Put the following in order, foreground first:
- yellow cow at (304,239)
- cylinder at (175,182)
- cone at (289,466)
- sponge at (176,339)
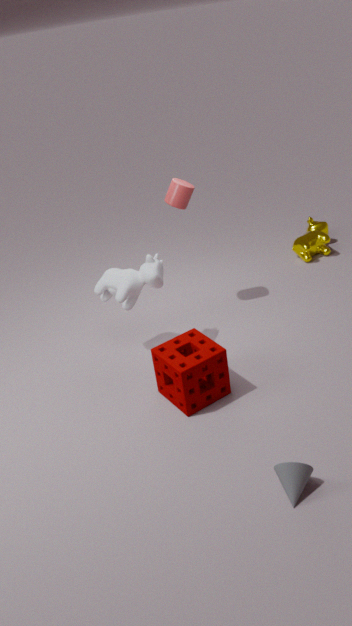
cone at (289,466) < sponge at (176,339) < cylinder at (175,182) < yellow cow at (304,239)
